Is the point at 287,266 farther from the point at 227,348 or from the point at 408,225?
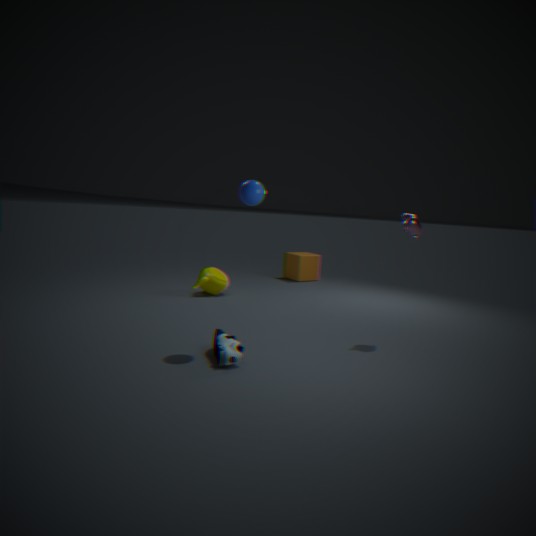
the point at 227,348
